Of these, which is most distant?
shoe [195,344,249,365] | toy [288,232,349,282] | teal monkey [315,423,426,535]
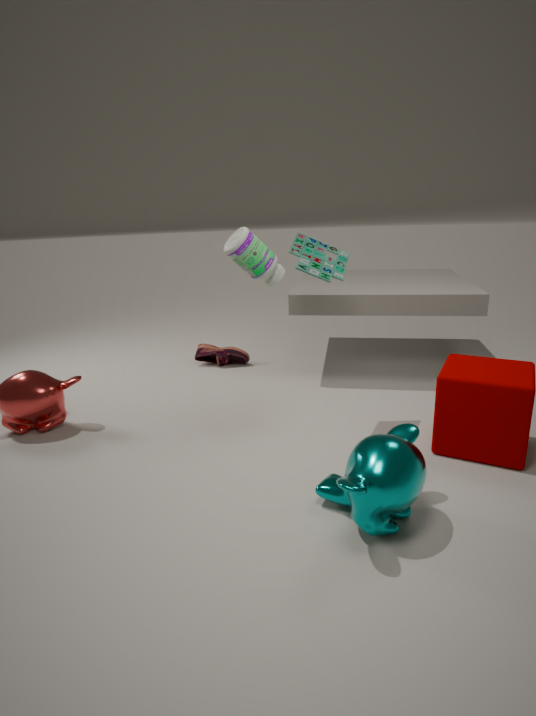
shoe [195,344,249,365]
